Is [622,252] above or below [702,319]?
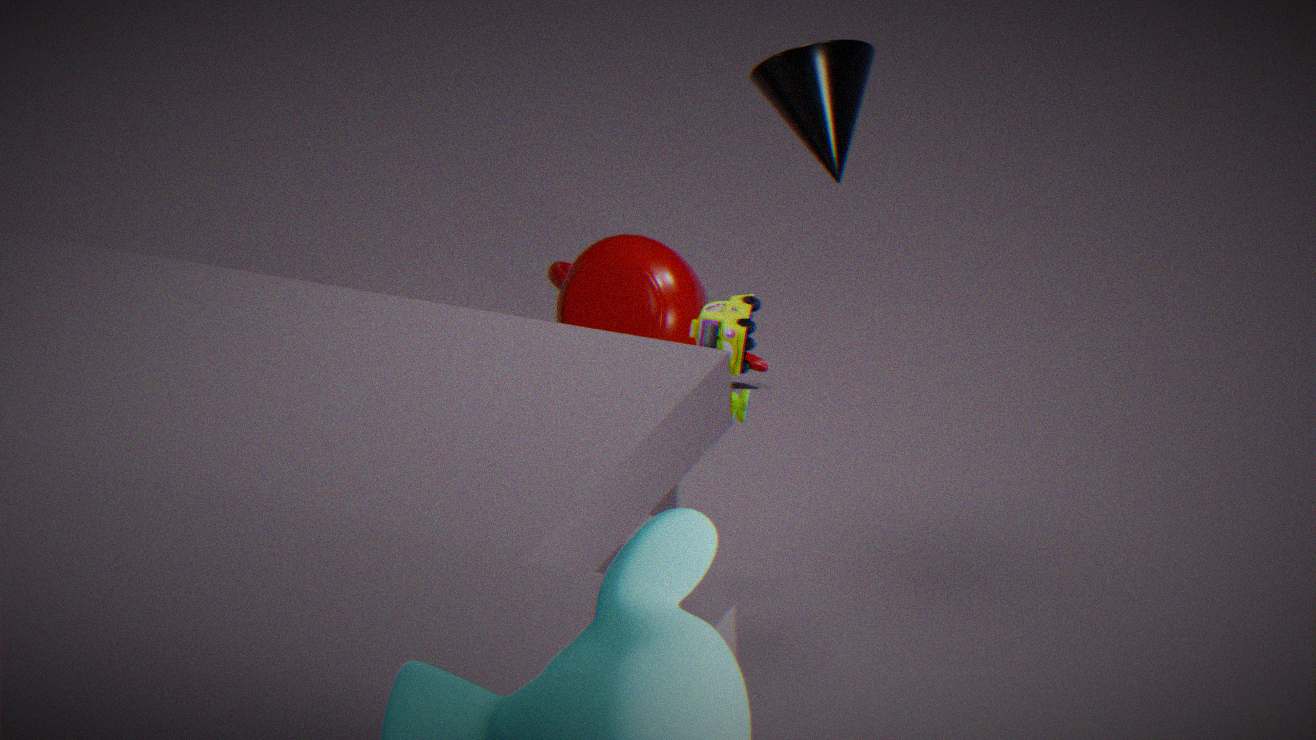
below
